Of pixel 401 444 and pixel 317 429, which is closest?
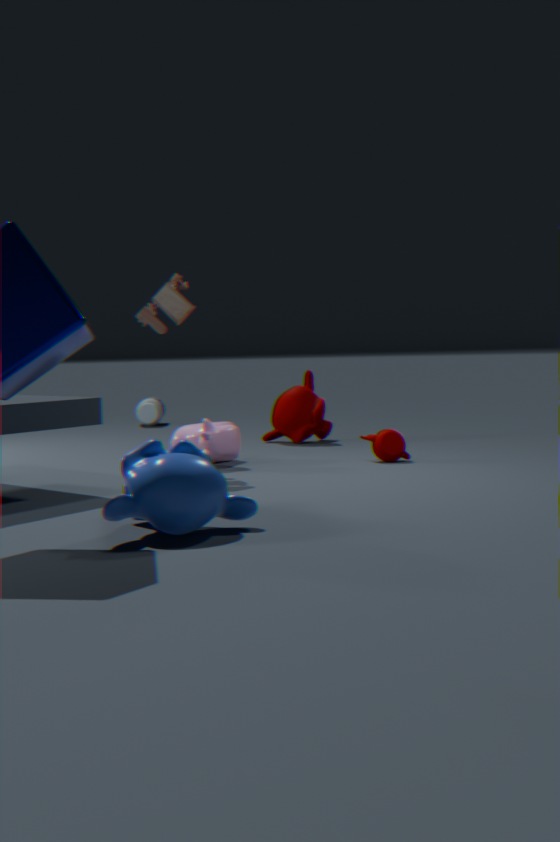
pixel 401 444
